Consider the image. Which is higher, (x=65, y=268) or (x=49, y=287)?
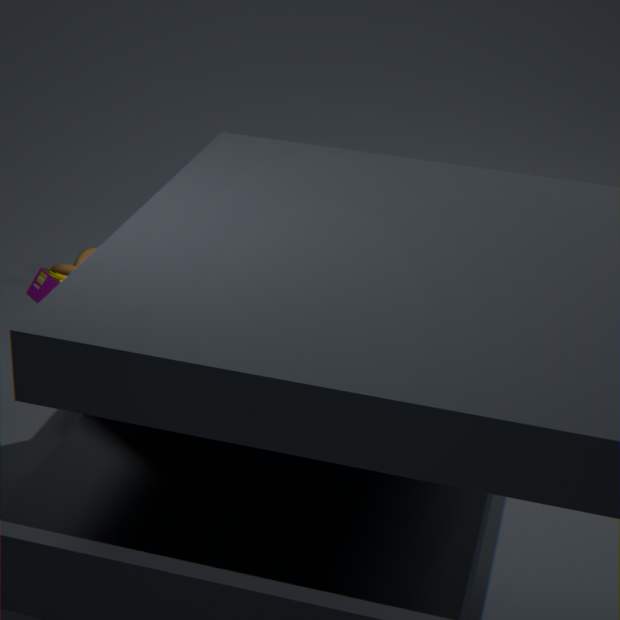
(x=49, y=287)
